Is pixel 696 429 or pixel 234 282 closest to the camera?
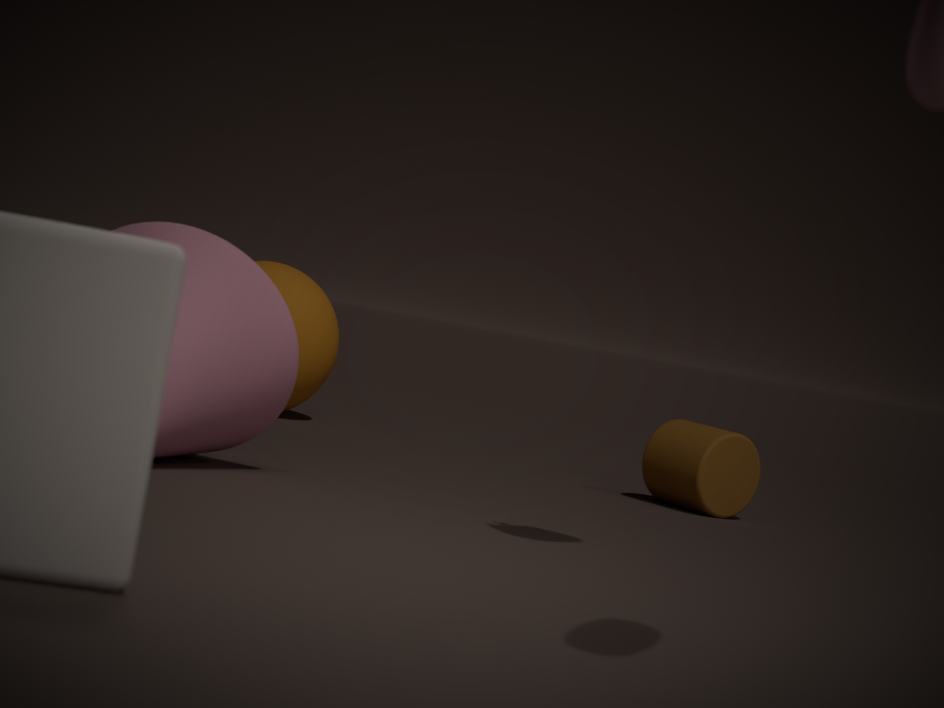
pixel 234 282
